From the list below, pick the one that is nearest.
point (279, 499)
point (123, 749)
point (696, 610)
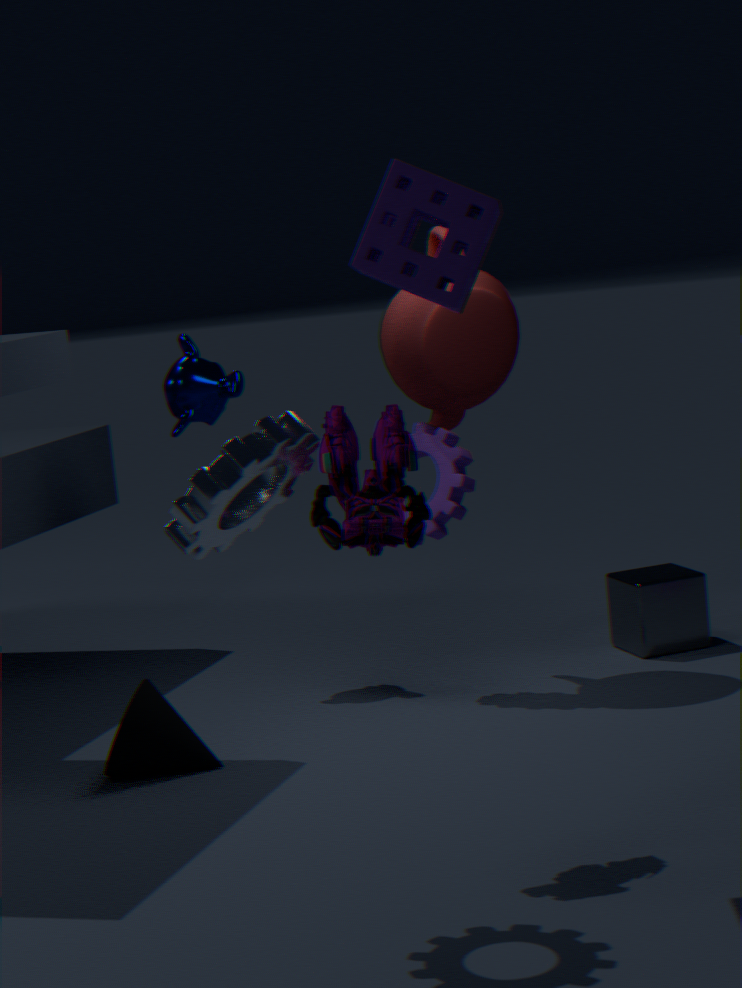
point (279, 499)
